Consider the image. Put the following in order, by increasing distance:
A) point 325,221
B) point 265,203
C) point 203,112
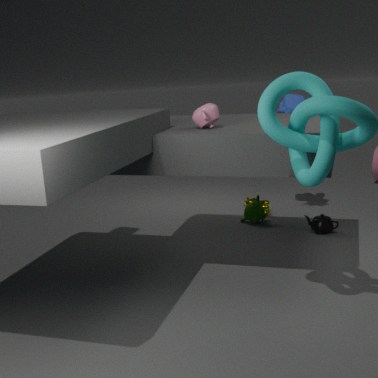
point 203,112 → point 325,221 → point 265,203
